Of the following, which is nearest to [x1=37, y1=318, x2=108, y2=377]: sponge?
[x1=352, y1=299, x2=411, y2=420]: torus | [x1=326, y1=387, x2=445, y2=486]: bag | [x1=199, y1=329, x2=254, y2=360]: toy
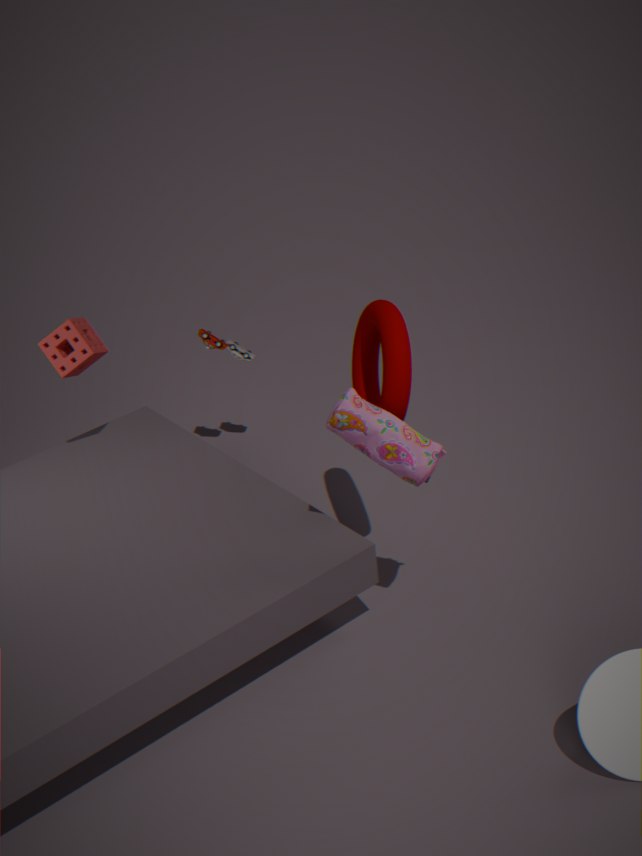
[x1=199, y1=329, x2=254, y2=360]: toy
